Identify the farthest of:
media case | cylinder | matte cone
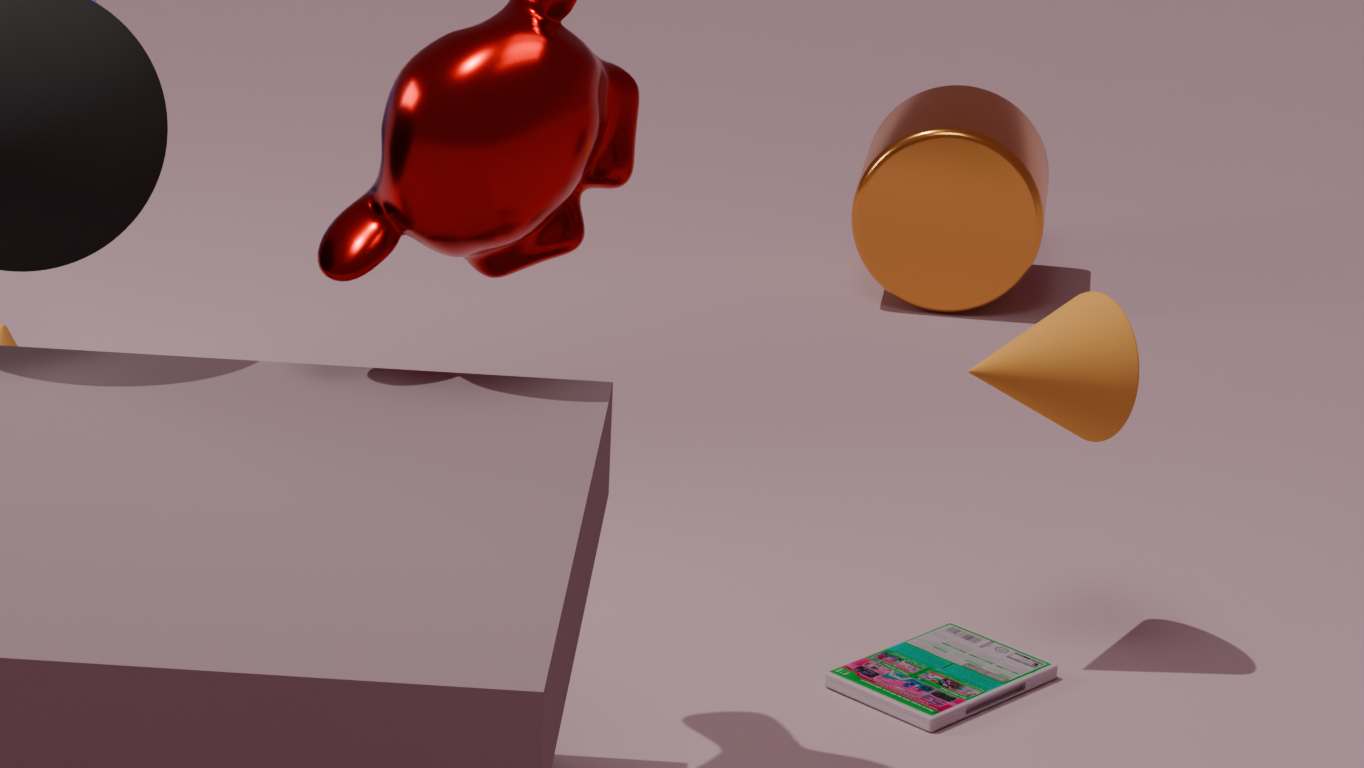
cylinder
